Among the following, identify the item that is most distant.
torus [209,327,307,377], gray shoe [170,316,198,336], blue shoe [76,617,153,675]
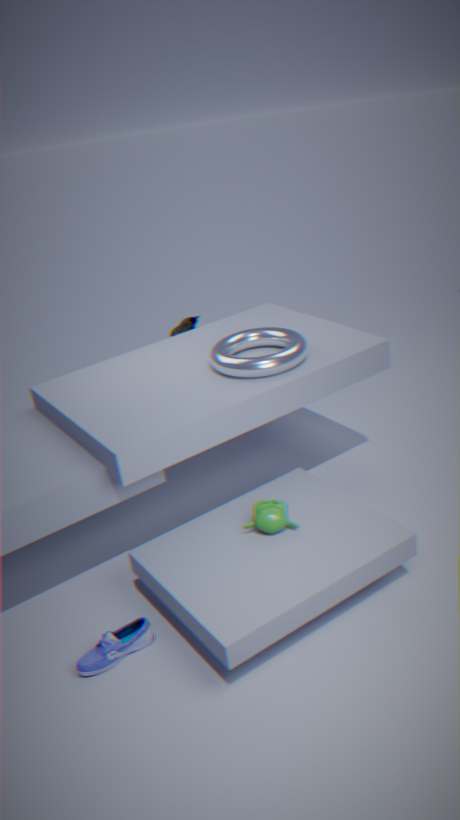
gray shoe [170,316,198,336]
